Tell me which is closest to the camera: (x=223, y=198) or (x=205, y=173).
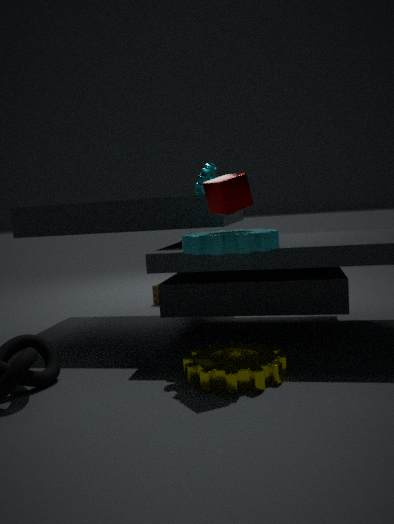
(x=223, y=198)
